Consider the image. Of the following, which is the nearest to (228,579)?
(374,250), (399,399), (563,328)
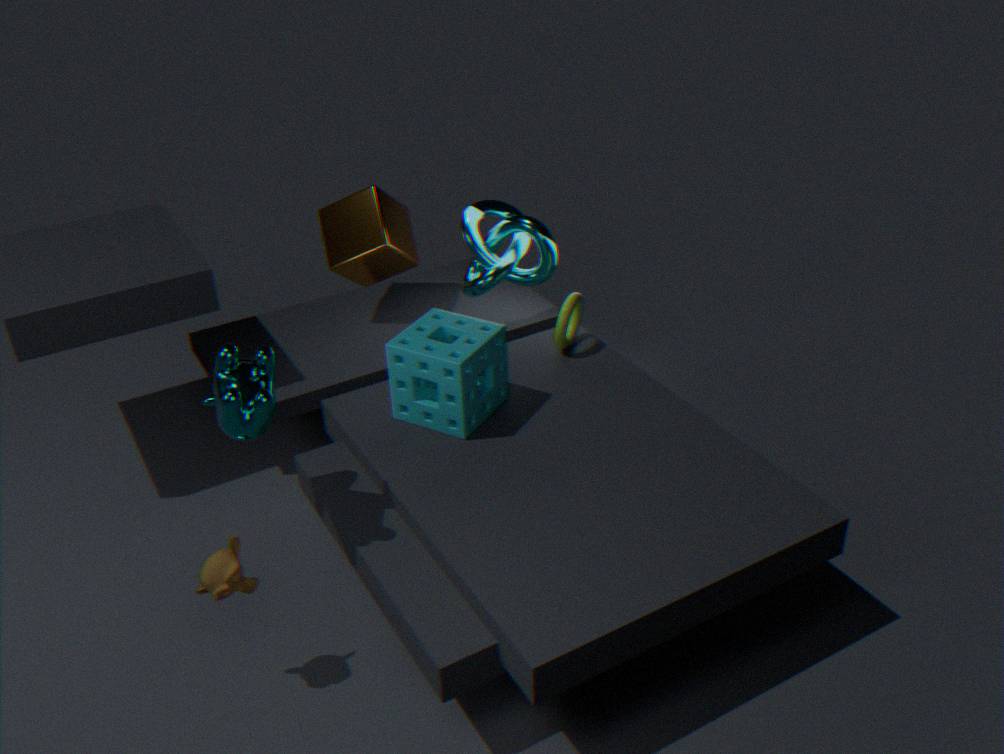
(399,399)
